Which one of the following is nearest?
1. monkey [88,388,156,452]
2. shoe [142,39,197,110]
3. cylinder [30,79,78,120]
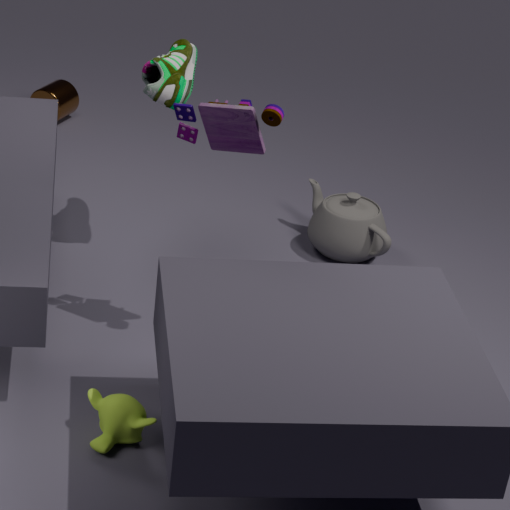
monkey [88,388,156,452]
